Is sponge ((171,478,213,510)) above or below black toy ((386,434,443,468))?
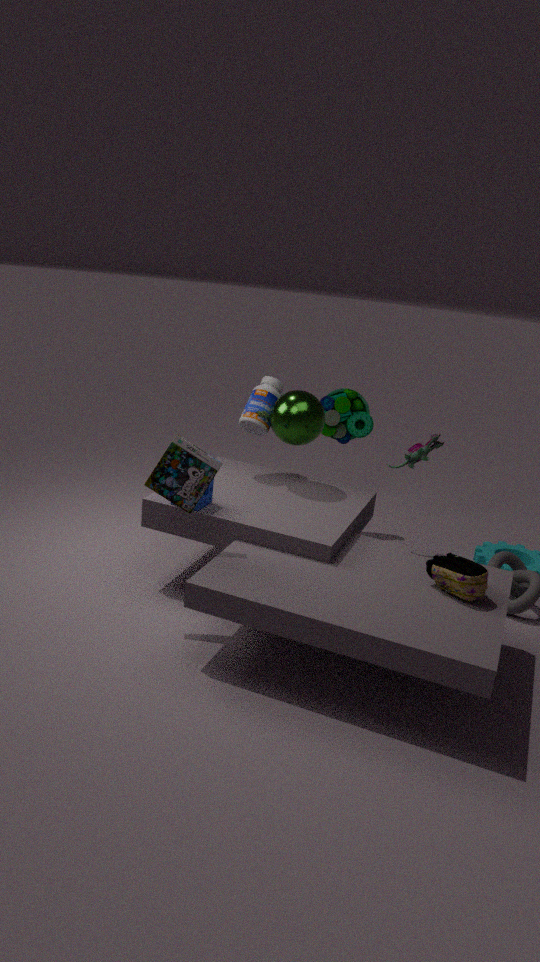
below
